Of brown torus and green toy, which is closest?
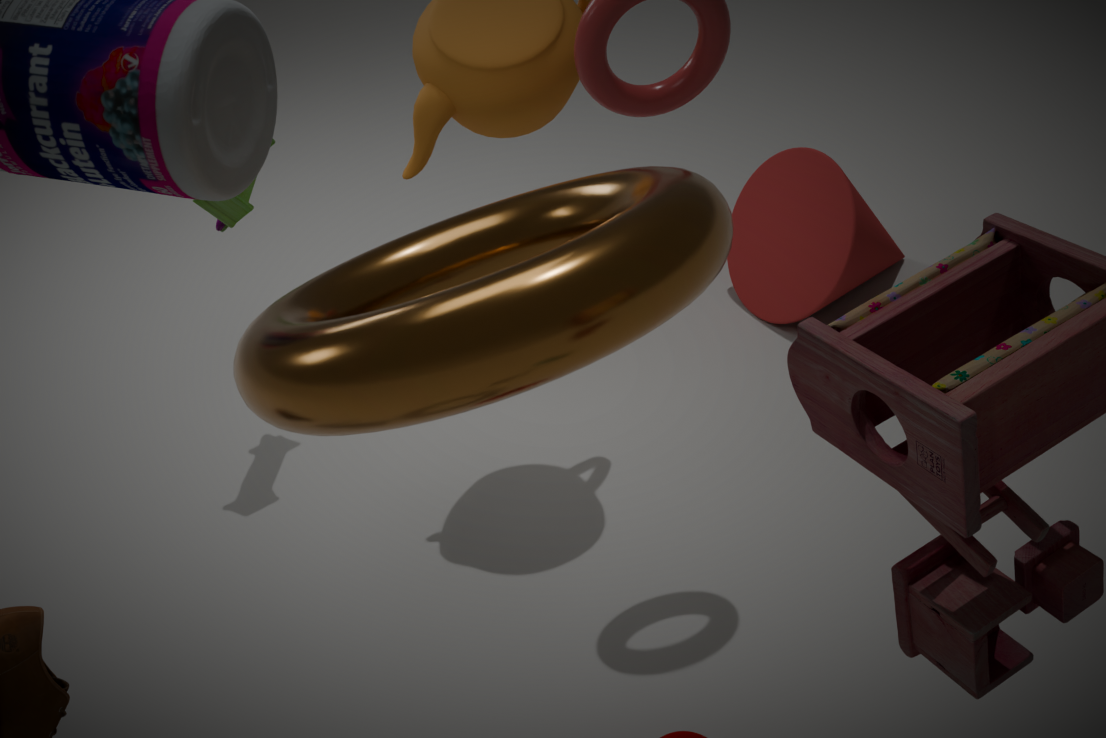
brown torus
